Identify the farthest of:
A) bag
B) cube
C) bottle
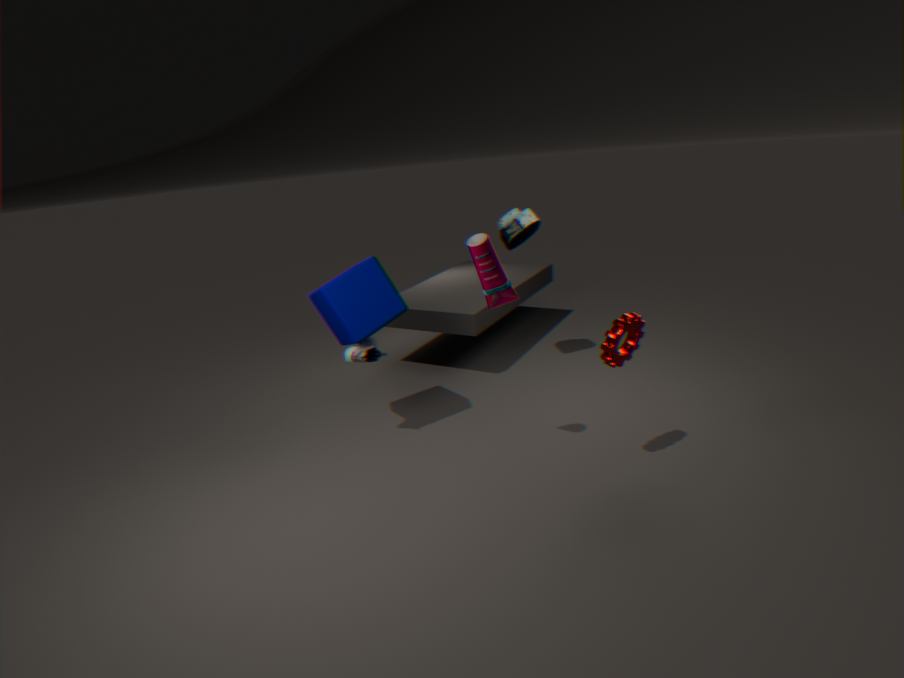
bag
